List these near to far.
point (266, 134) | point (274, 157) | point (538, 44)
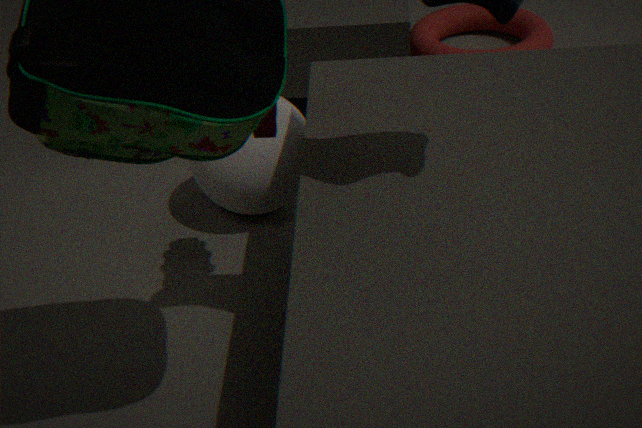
1. point (266, 134)
2. point (274, 157)
3. point (538, 44)
